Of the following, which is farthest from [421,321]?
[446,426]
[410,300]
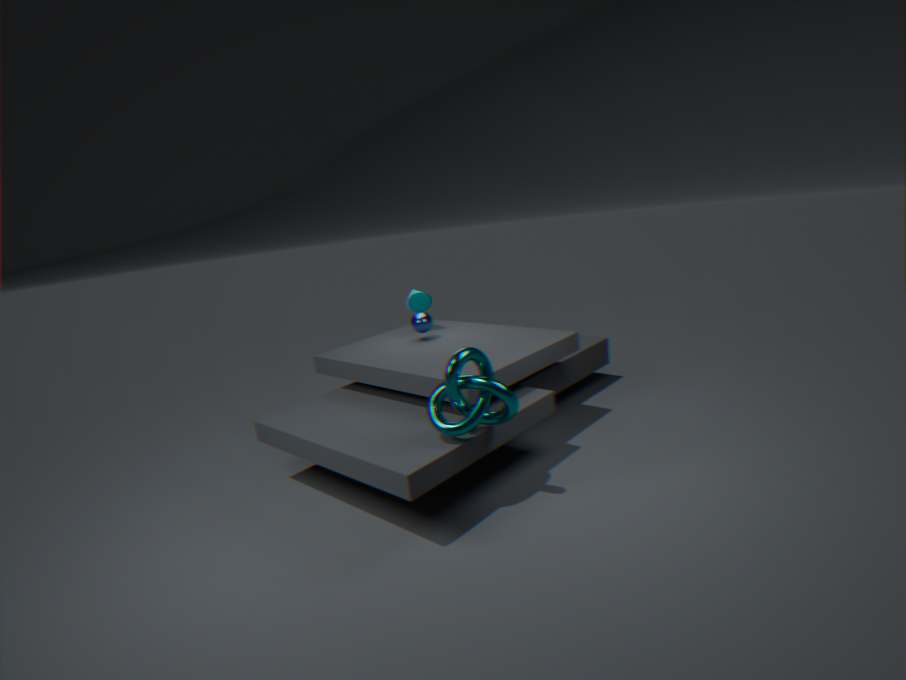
[446,426]
